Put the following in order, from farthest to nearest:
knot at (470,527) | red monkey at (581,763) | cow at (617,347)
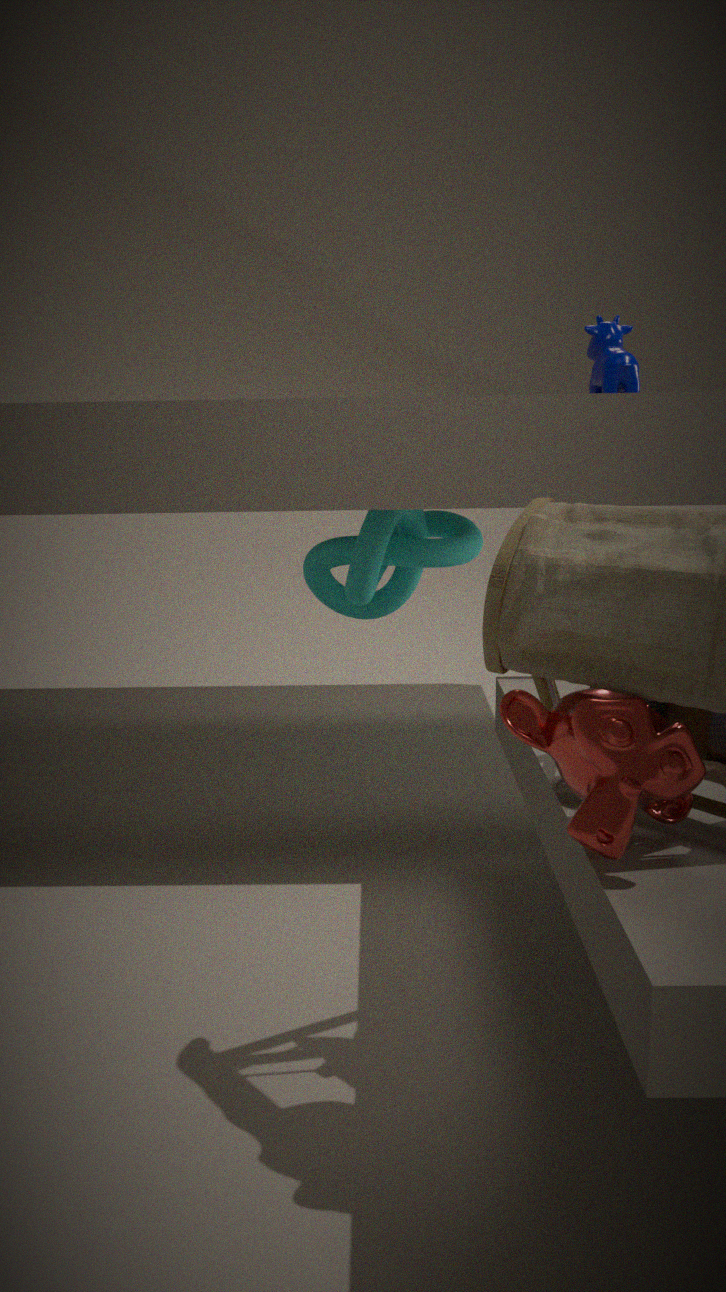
knot at (470,527) < cow at (617,347) < red monkey at (581,763)
